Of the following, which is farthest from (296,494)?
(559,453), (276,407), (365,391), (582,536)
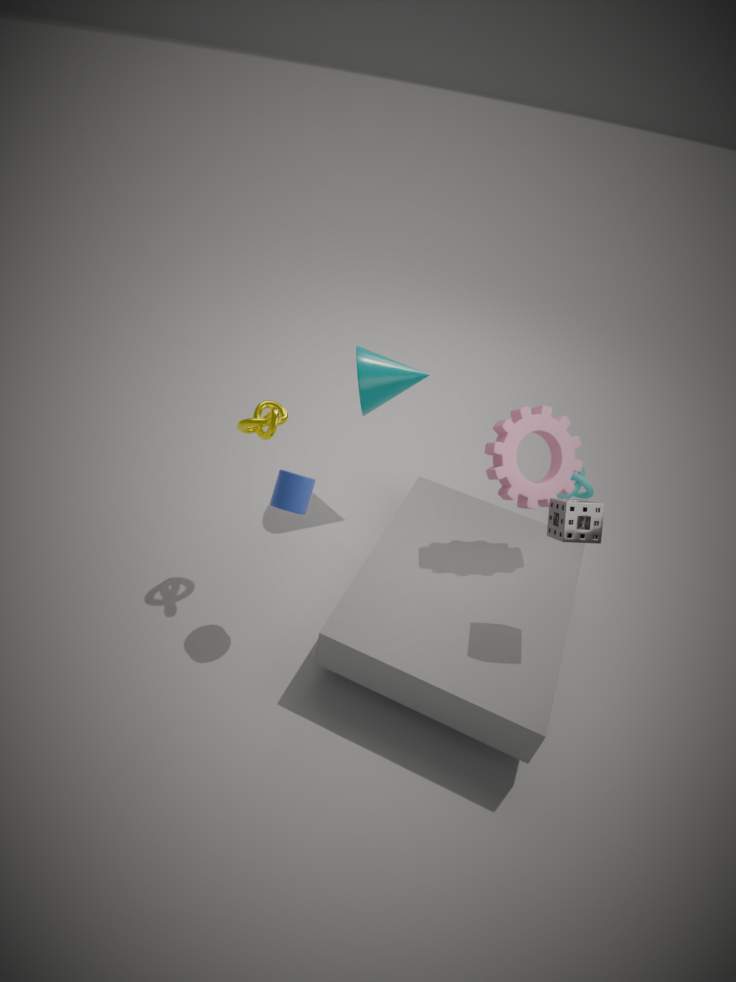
(582,536)
